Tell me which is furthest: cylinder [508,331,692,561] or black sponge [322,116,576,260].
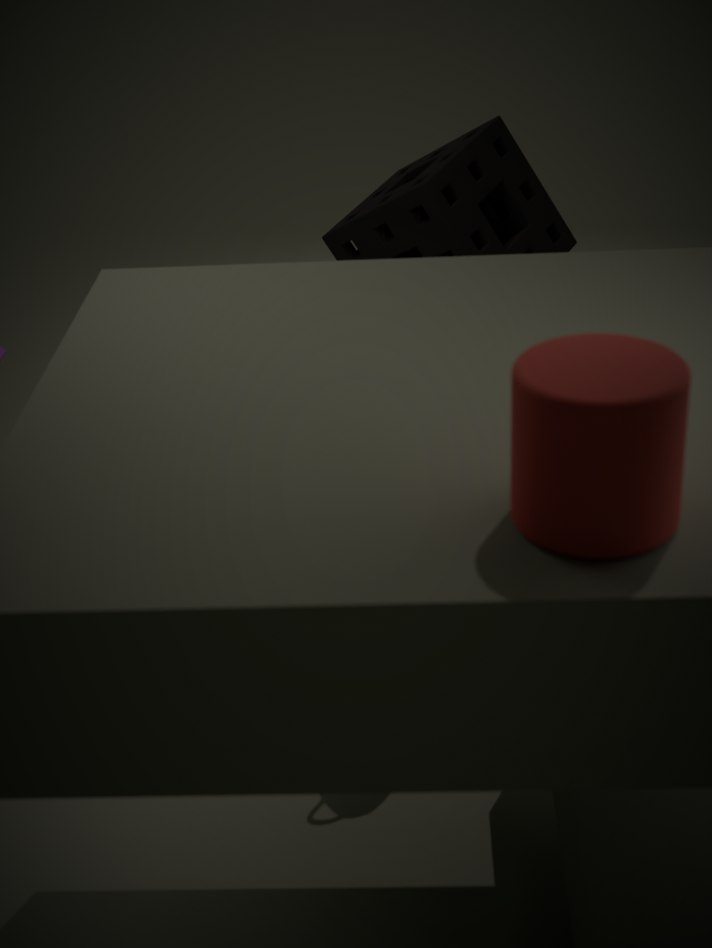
black sponge [322,116,576,260]
